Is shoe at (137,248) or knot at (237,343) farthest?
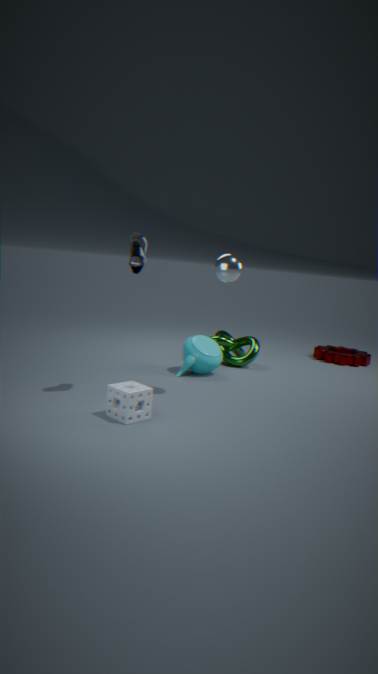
knot at (237,343)
